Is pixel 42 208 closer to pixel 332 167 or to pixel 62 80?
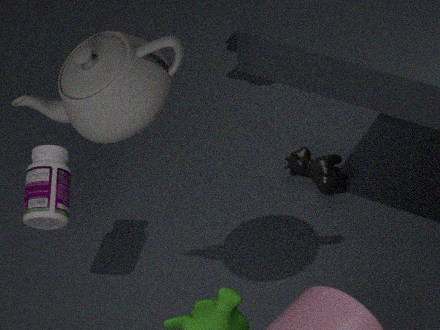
pixel 62 80
